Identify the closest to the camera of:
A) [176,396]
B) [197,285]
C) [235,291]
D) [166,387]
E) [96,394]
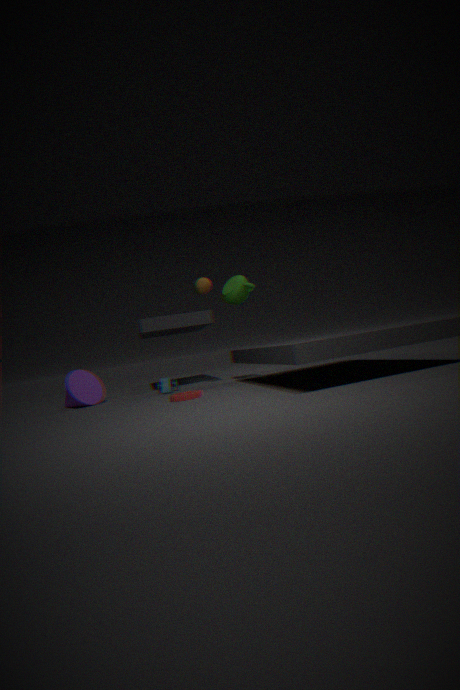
[176,396]
